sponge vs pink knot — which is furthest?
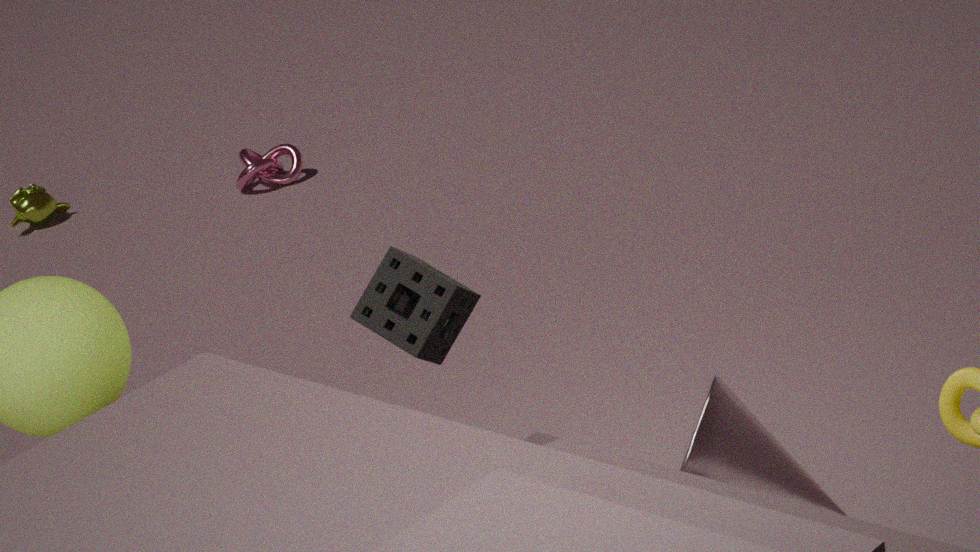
pink knot
